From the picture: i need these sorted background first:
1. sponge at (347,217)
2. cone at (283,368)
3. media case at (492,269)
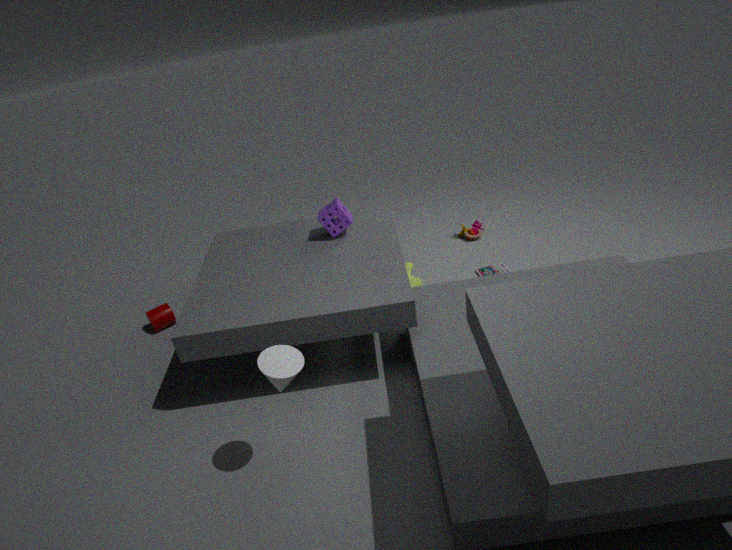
media case at (492,269) < sponge at (347,217) < cone at (283,368)
